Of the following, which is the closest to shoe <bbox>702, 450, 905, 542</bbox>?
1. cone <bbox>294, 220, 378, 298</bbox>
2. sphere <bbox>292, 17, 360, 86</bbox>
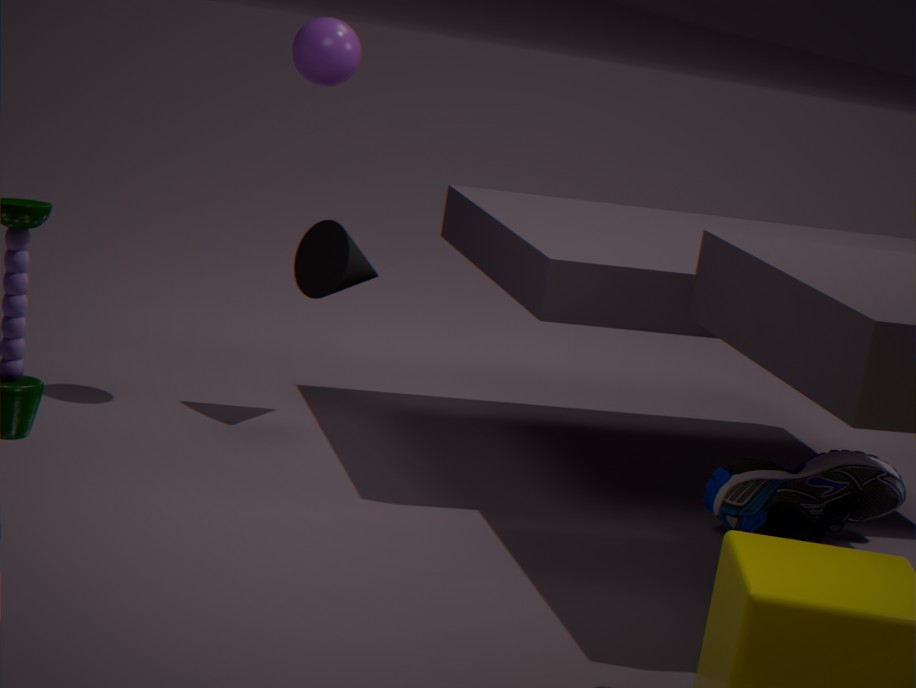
cone <bbox>294, 220, 378, 298</bbox>
